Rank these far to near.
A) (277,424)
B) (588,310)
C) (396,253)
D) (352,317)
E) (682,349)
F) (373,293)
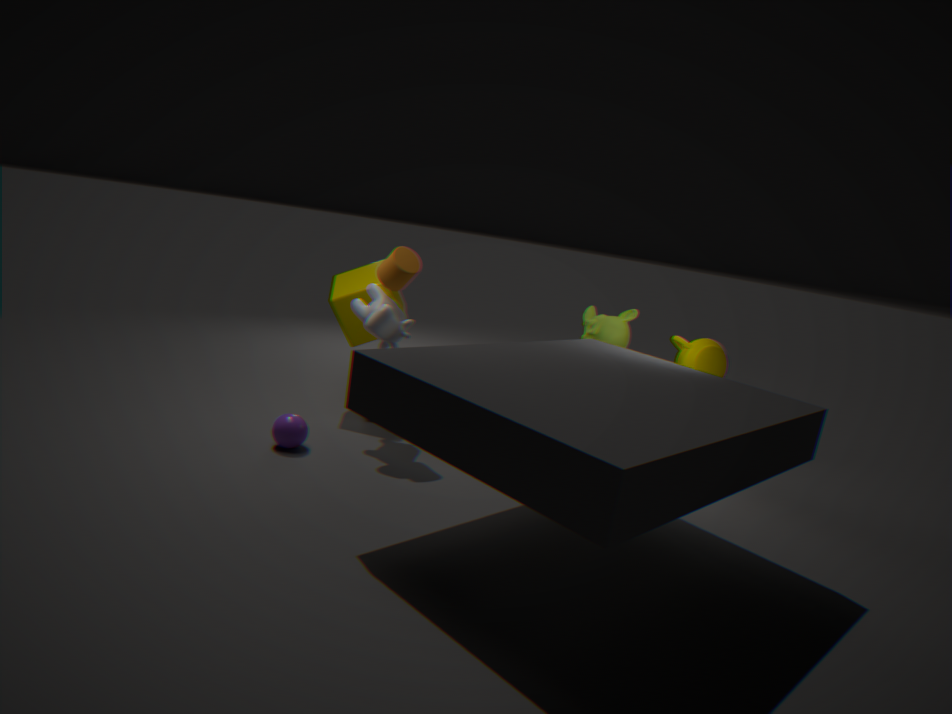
1. (588,310)
2. (682,349)
3. (352,317)
4. (373,293)
5. (396,253)
6. (277,424)
